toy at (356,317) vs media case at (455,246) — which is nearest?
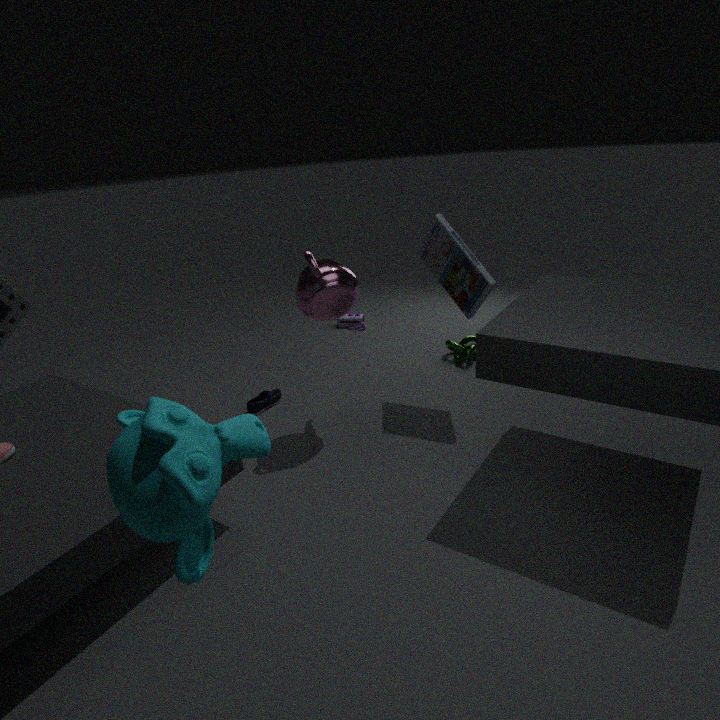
media case at (455,246)
